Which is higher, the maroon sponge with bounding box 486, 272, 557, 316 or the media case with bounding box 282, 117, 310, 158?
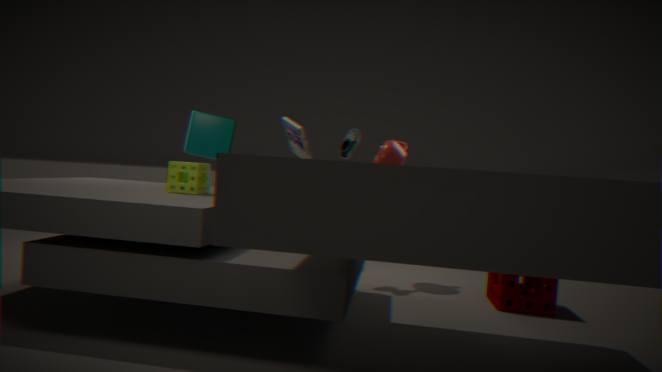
the media case with bounding box 282, 117, 310, 158
